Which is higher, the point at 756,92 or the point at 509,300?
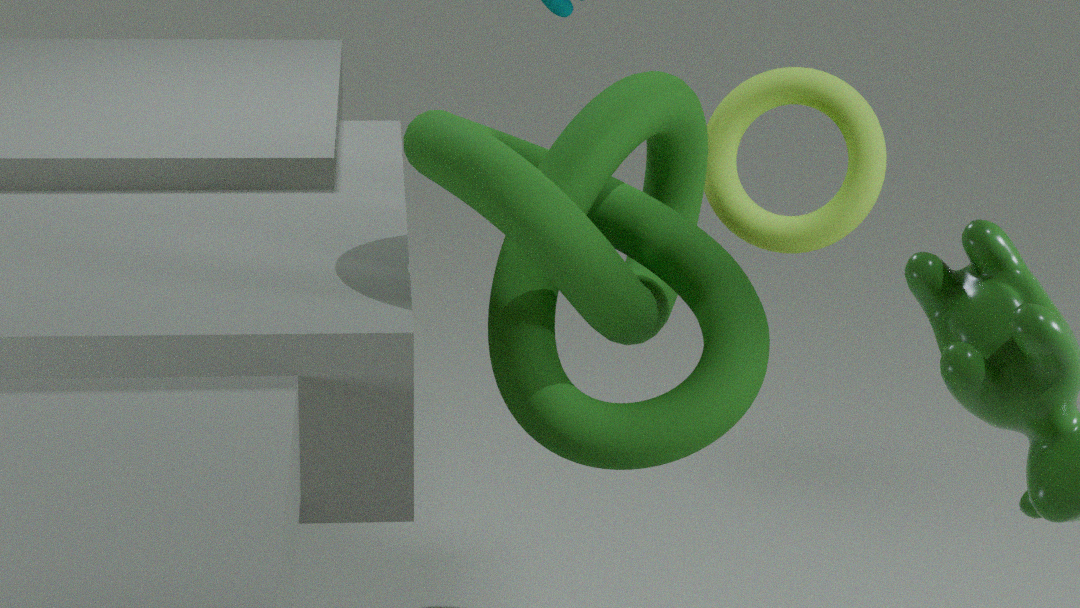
the point at 756,92
